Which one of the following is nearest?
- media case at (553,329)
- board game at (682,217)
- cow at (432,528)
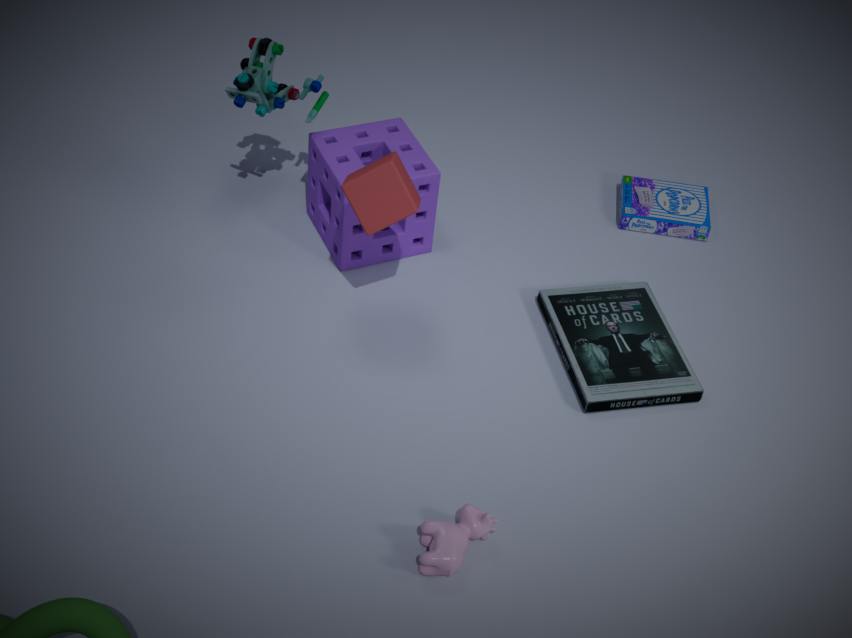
cow at (432,528)
